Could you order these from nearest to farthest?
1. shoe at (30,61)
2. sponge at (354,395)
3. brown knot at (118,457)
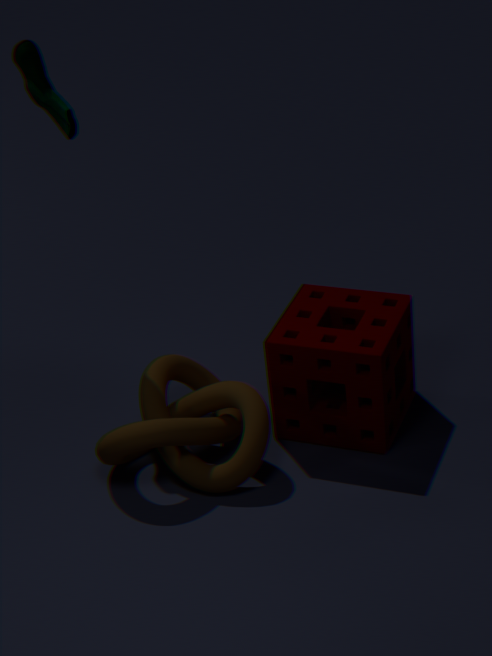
1. brown knot at (118,457)
2. sponge at (354,395)
3. shoe at (30,61)
